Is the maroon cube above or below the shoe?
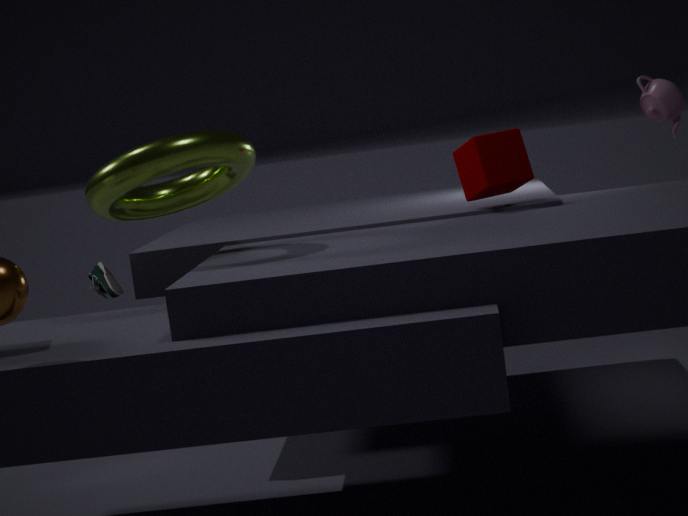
above
